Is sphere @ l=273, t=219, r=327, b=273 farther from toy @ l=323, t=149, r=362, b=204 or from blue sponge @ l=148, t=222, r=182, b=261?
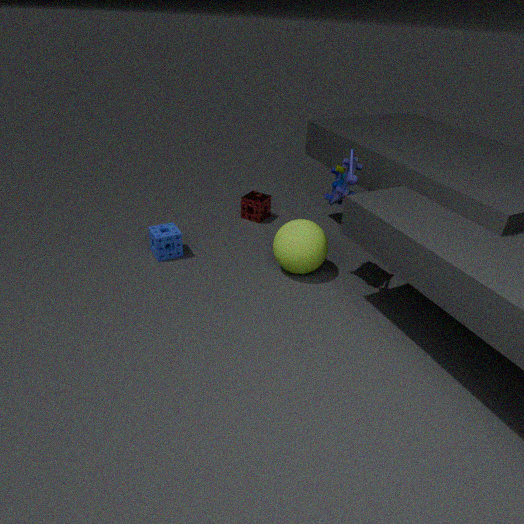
blue sponge @ l=148, t=222, r=182, b=261
